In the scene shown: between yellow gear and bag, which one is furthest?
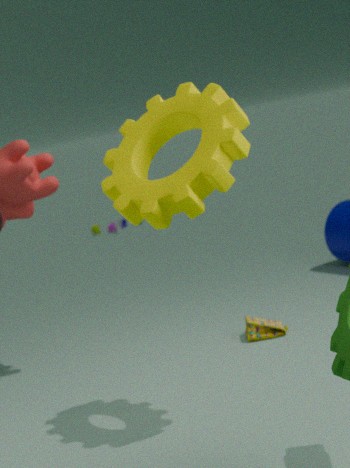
bag
